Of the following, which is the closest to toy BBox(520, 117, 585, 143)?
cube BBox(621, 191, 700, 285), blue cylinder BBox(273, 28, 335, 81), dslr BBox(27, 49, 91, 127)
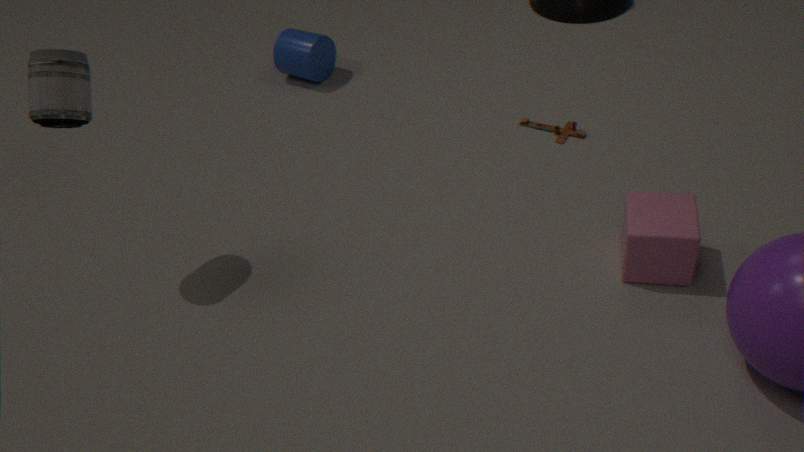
cube BBox(621, 191, 700, 285)
